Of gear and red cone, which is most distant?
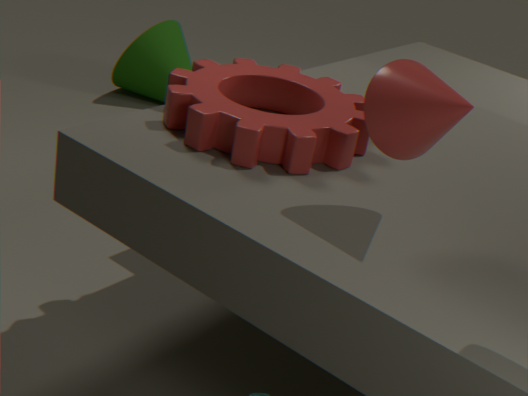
gear
